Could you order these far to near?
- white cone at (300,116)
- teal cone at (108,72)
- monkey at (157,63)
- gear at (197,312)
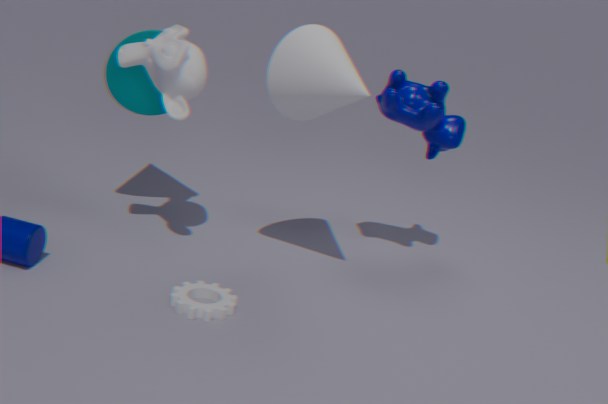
1. teal cone at (108,72)
2. monkey at (157,63)
3. white cone at (300,116)
4. gear at (197,312)
